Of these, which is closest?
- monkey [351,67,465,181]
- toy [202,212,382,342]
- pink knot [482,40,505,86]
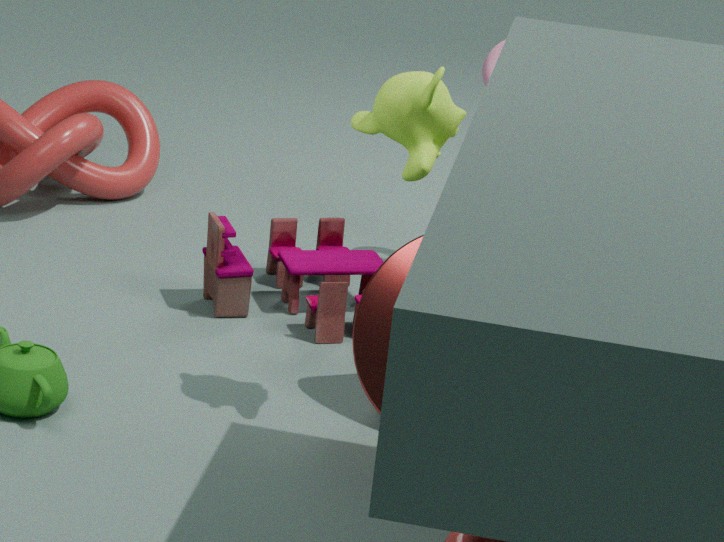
monkey [351,67,465,181]
